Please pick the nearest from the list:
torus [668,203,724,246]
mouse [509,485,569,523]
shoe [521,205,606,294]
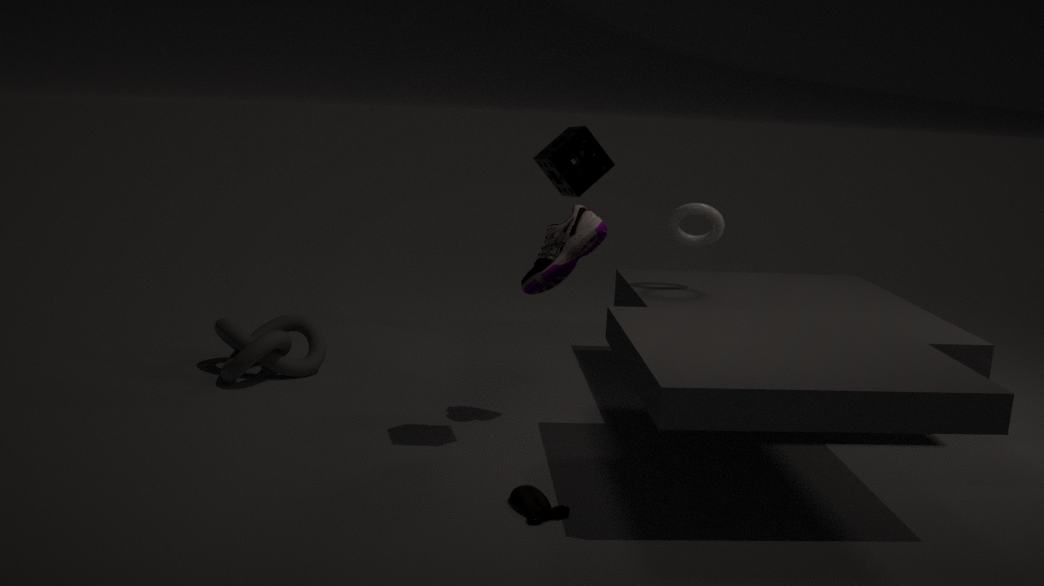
mouse [509,485,569,523]
